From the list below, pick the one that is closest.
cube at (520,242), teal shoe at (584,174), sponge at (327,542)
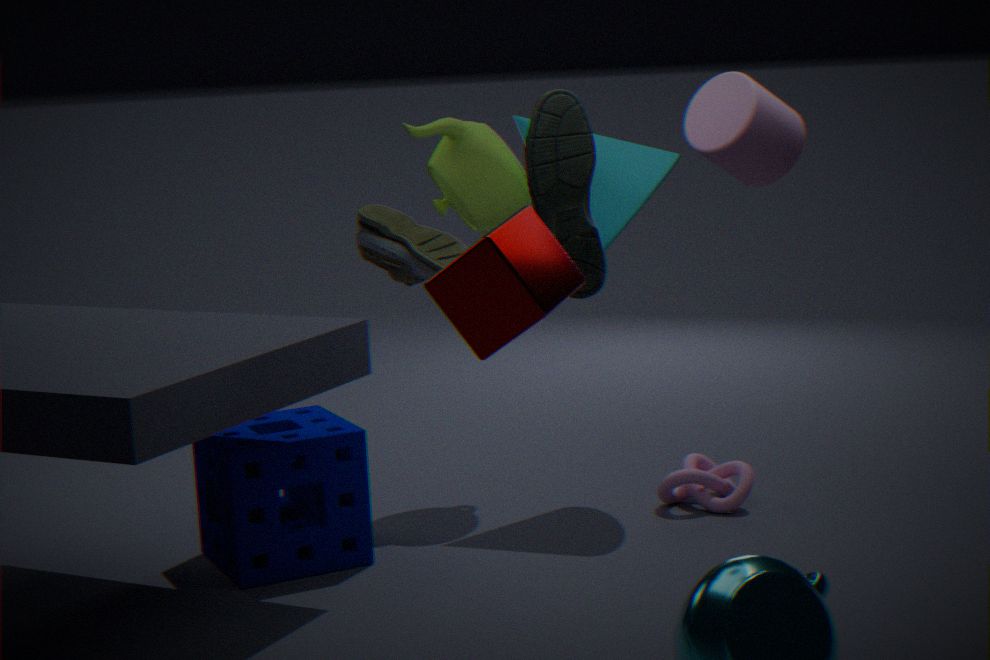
cube at (520,242)
